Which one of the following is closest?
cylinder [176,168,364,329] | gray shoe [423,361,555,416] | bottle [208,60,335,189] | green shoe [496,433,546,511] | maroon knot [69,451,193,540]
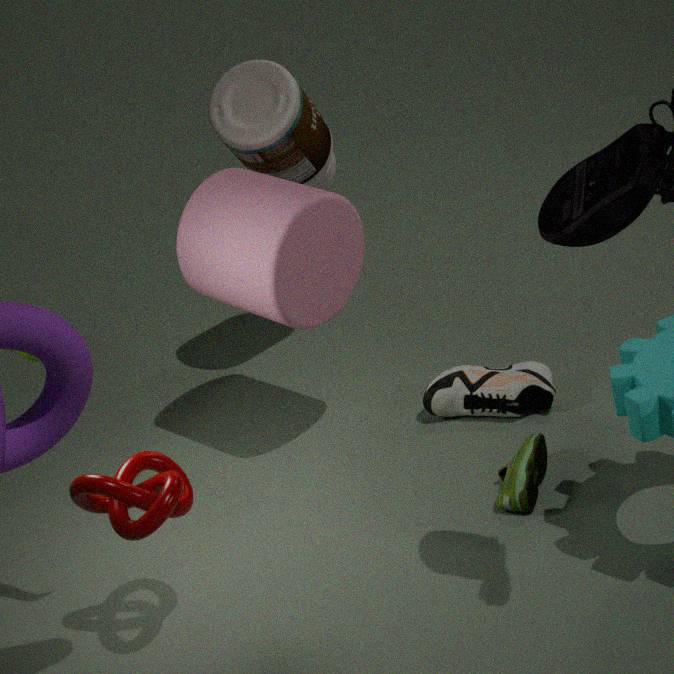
maroon knot [69,451,193,540]
